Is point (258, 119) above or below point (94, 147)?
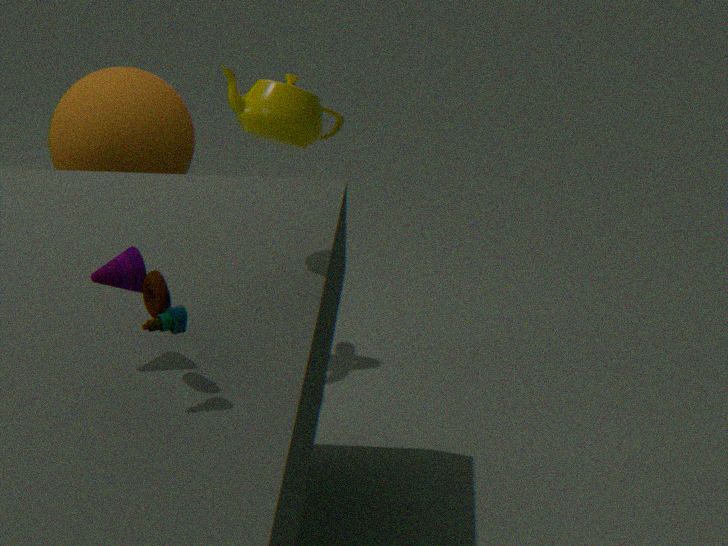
above
